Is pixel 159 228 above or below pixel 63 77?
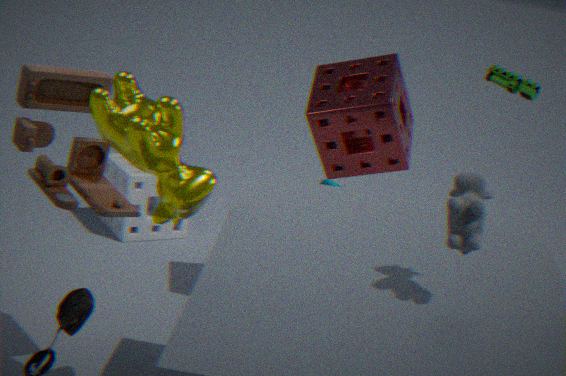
below
